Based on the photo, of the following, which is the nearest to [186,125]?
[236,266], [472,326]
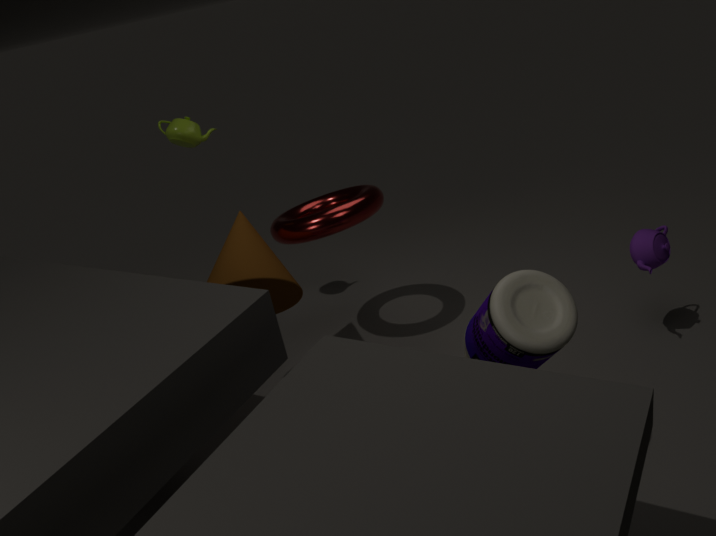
[236,266]
